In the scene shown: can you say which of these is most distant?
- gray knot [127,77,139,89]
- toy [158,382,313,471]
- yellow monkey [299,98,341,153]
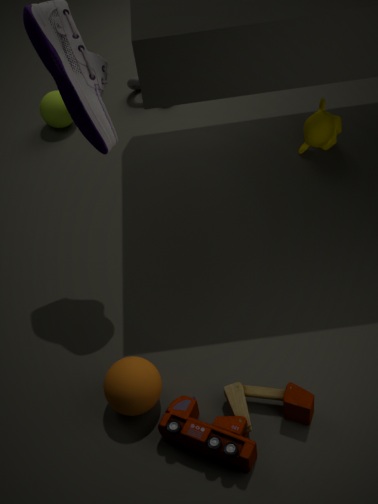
gray knot [127,77,139,89]
